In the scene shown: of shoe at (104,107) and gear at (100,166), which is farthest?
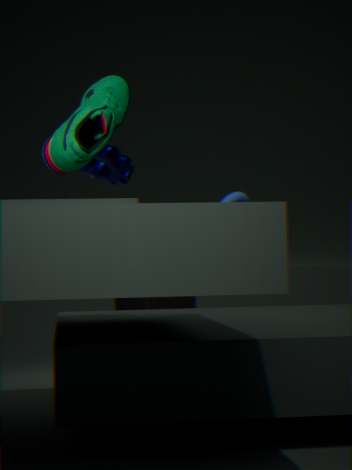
gear at (100,166)
